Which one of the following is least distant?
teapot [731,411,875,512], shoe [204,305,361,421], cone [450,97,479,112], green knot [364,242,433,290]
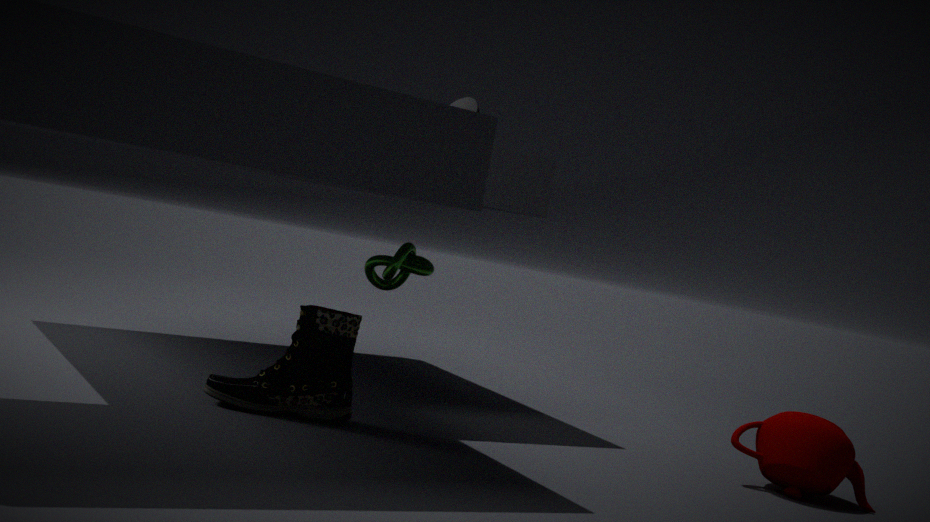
shoe [204,305,361,421]
